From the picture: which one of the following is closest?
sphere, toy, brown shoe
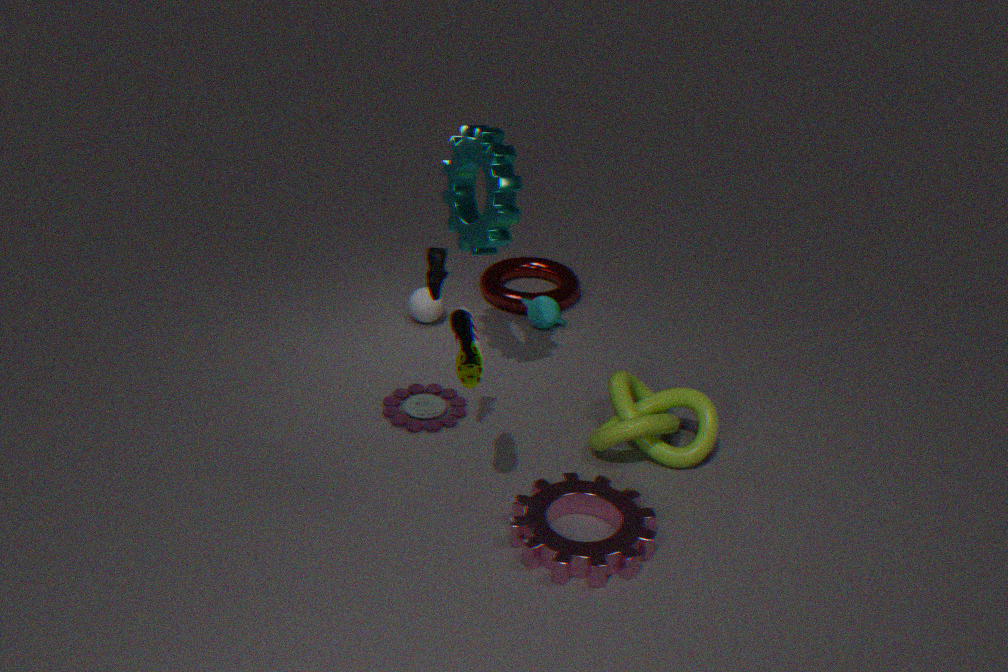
brown shoe
